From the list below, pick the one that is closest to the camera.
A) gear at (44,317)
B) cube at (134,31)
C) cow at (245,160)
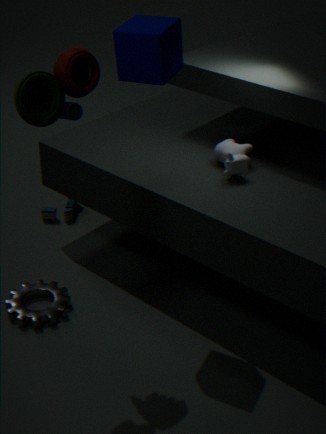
cube at (134,31)
